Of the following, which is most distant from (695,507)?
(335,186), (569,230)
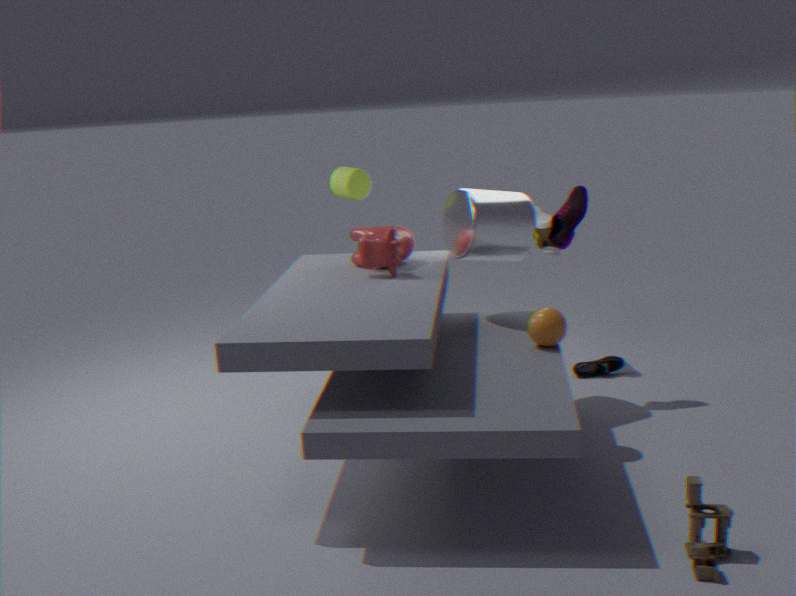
(335,186)
